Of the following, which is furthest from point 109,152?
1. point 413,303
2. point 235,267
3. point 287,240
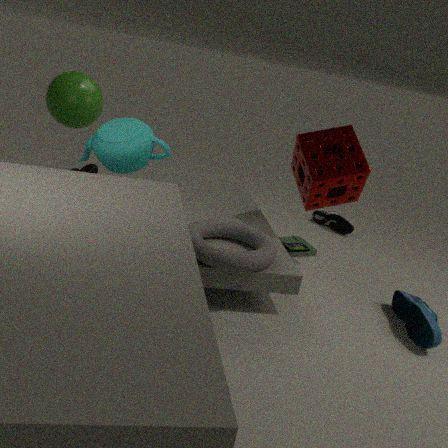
point 413,303
